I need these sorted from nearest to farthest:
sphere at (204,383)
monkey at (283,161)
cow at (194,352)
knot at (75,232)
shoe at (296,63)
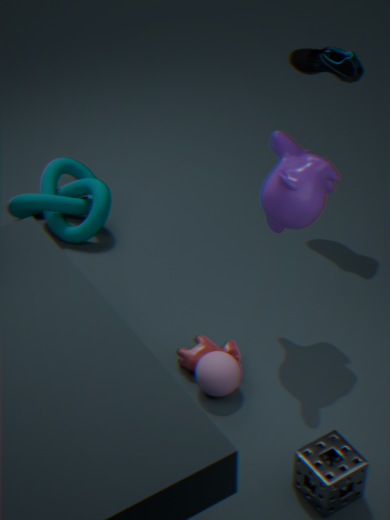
monkey at (283,161), sphere at (204,383), cow at (194,352), shoe at (296,63), knot at (75,232)
